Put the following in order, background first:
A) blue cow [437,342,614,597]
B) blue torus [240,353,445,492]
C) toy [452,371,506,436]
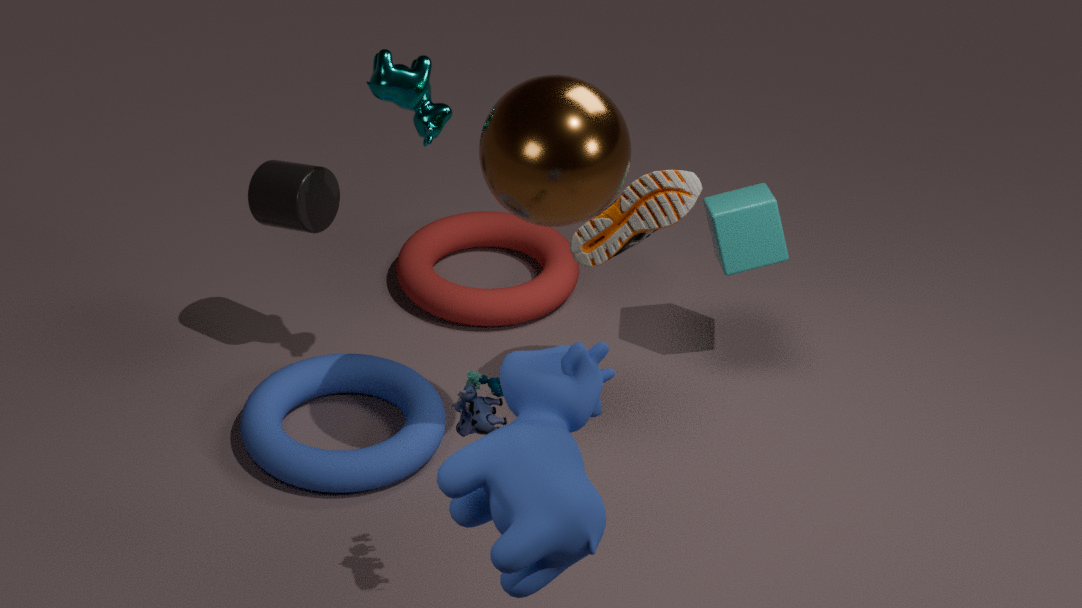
blue torus [240,353,445,492]
toy [452,371,506,436]
blue cow [437,342,614,597]
